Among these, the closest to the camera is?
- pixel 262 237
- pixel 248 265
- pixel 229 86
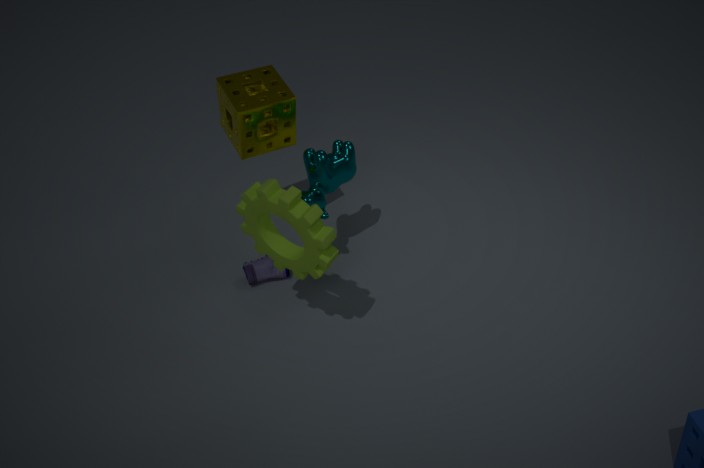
pixel 262 237
